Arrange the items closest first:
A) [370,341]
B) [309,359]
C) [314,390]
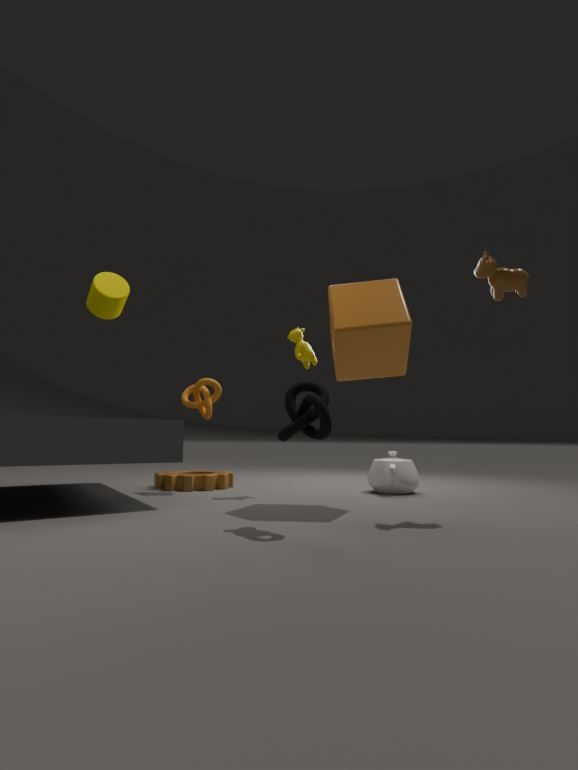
[314,390] → [370,341] → [309,359]
